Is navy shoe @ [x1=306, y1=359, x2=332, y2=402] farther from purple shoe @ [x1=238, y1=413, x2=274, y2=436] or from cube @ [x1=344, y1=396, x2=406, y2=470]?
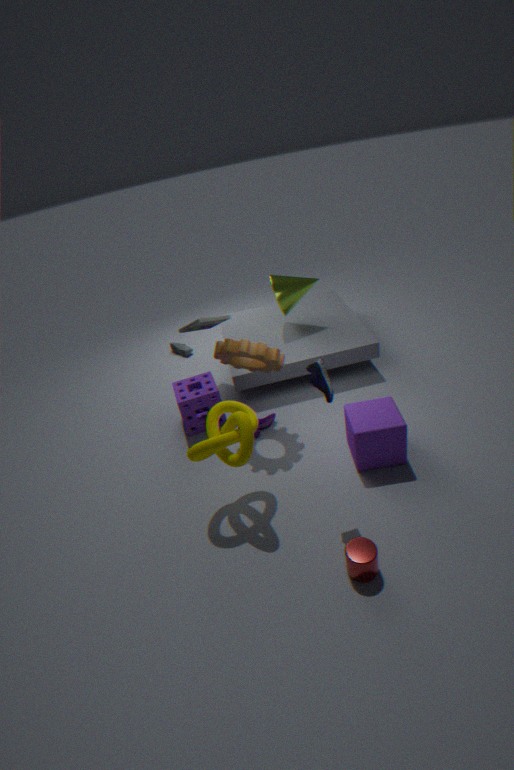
purple shoe @ [x1=238, y1=413, x2=274, y2=436]
